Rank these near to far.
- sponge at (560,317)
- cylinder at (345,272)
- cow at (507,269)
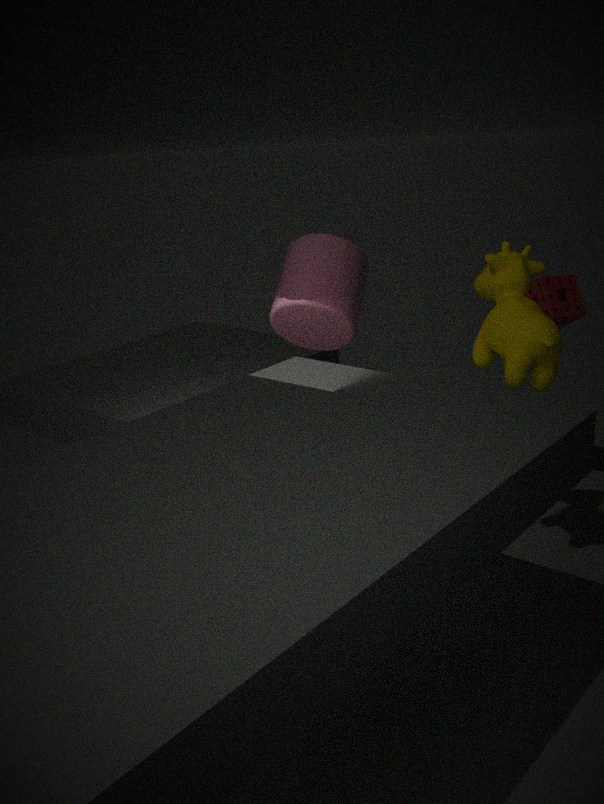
1. cow at (507,269)
2. cylinder at (345,272)
3. sponge at (560,317)
